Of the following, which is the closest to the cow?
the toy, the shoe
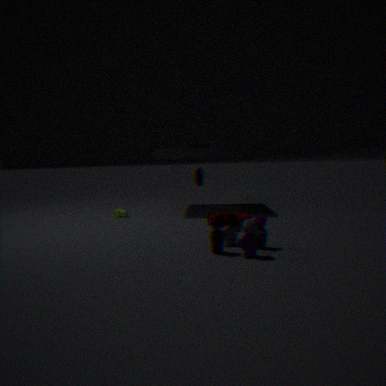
the shoe
